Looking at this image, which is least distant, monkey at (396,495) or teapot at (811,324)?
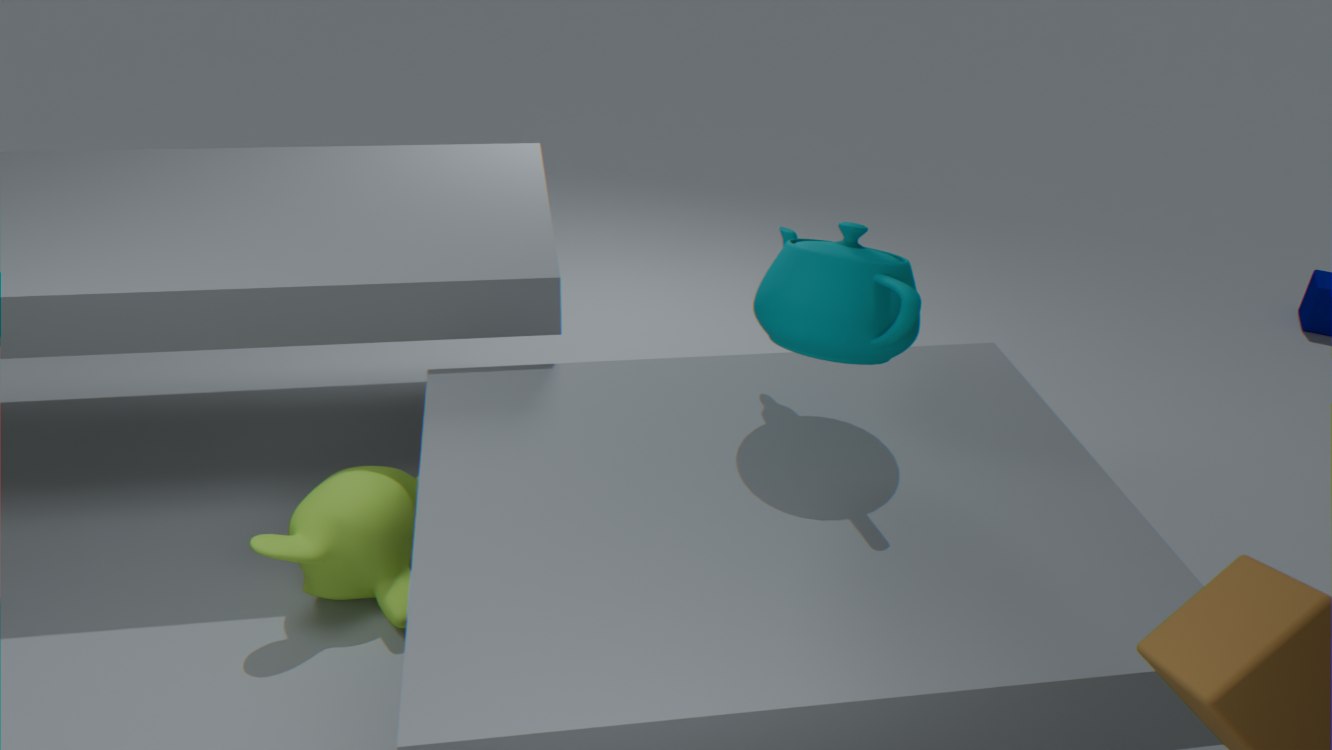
teapot at (811,324)
